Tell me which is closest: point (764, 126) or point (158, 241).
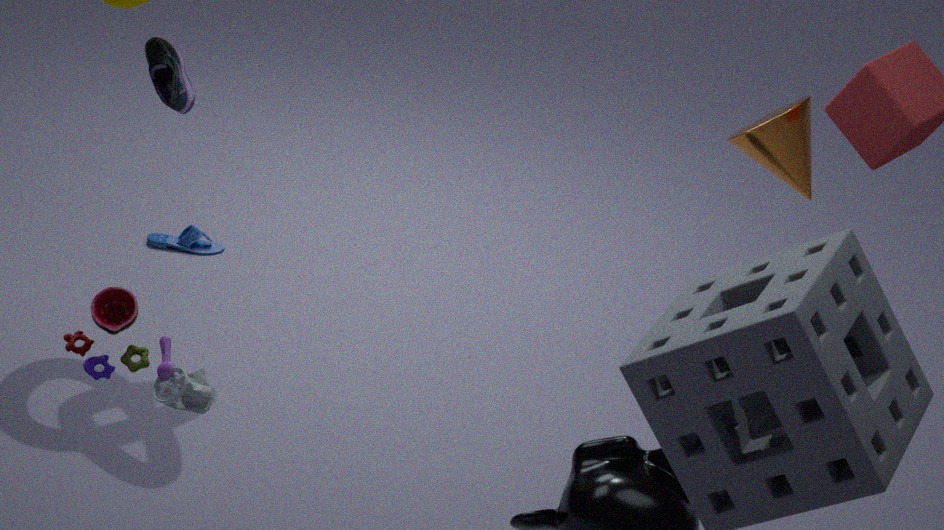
point (764, 126)
